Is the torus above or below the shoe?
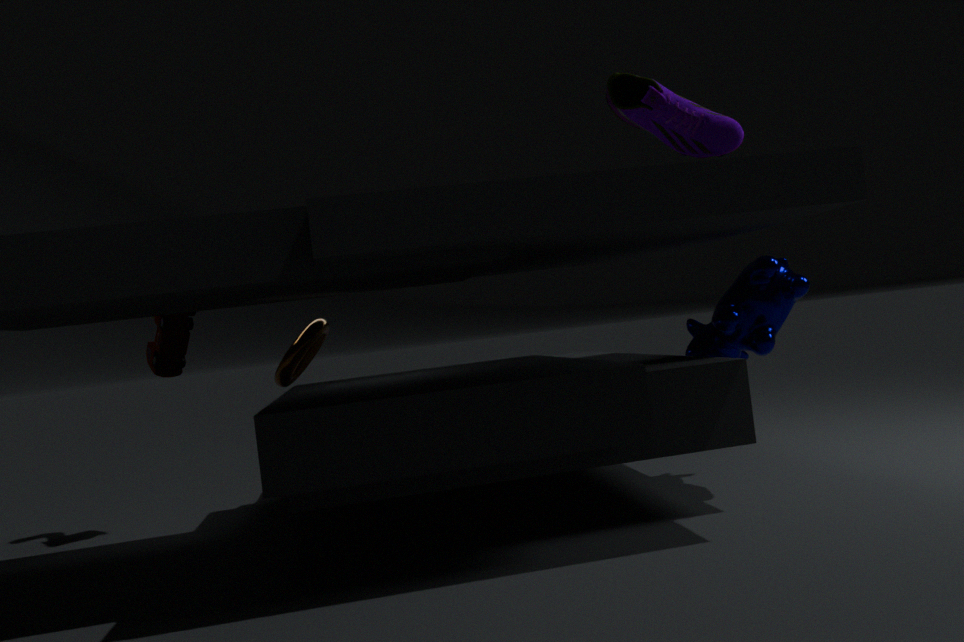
below
